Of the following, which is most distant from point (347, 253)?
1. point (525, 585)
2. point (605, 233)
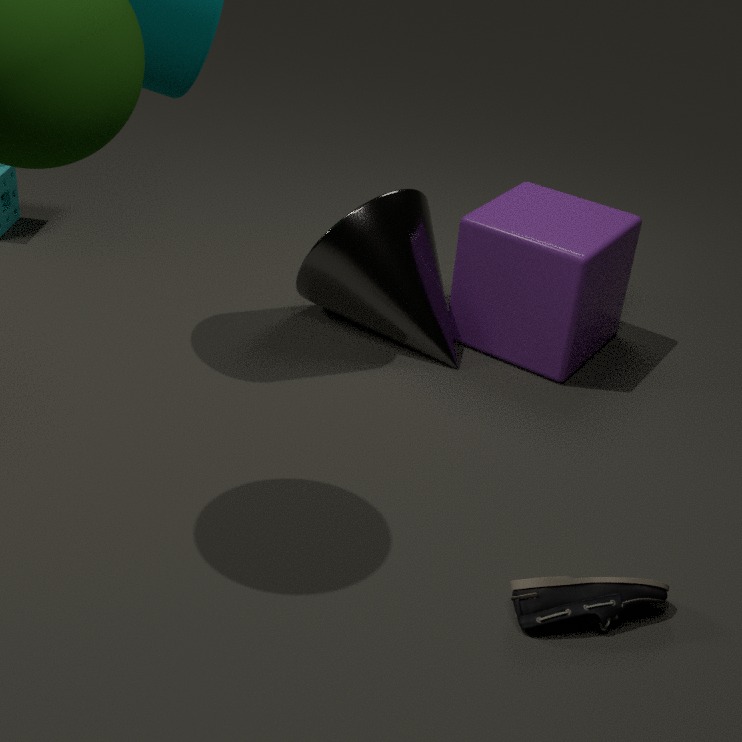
point (525, 585)
